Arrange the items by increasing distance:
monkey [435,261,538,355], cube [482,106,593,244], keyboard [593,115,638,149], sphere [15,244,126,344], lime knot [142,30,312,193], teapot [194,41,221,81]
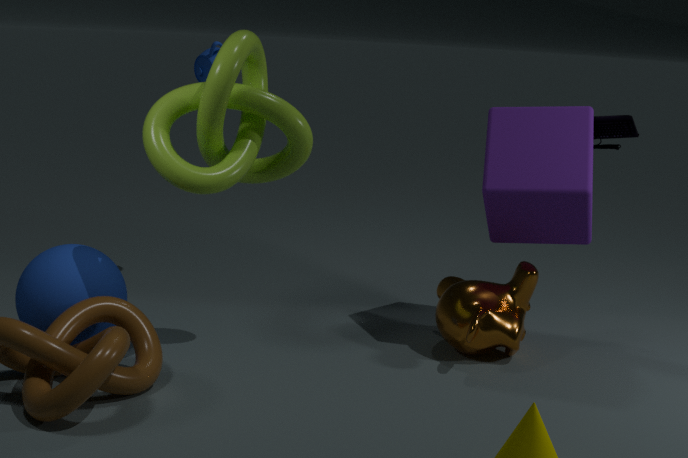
lime knot [142,30,312,193], sphere [15,244,126,344], cube [482,106,593,244], monkey [435,261,538,355], keyboard [593,115,638,149], teapot [194,41,221,81]
